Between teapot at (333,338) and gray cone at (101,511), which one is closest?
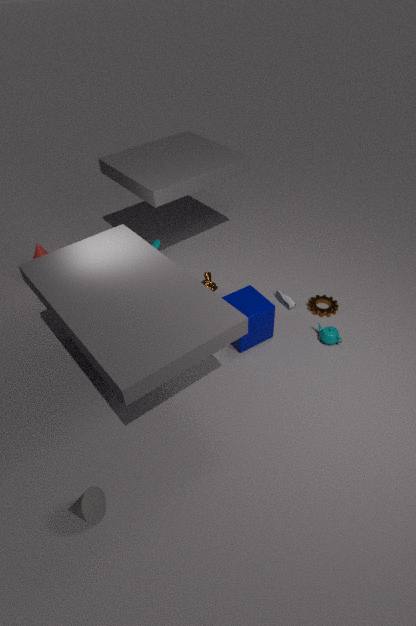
gray cone at (101,511)
